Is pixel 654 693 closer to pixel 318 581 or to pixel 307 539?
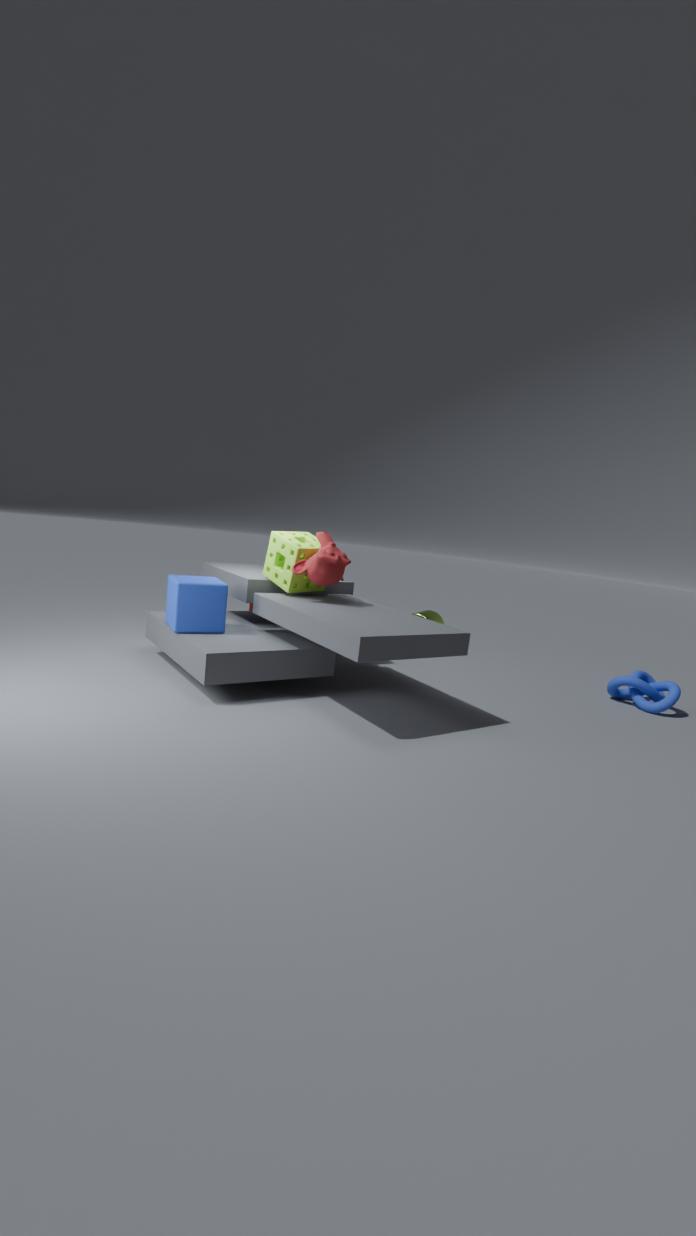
pixel 318 581
